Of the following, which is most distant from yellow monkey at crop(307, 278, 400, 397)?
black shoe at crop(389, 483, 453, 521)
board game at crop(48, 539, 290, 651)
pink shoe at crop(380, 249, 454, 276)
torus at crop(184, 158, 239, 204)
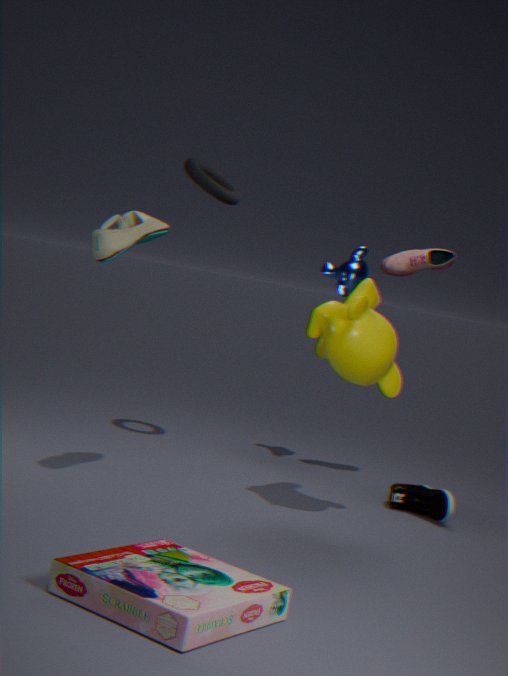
board game at crop(48, 539, 290, 651)
